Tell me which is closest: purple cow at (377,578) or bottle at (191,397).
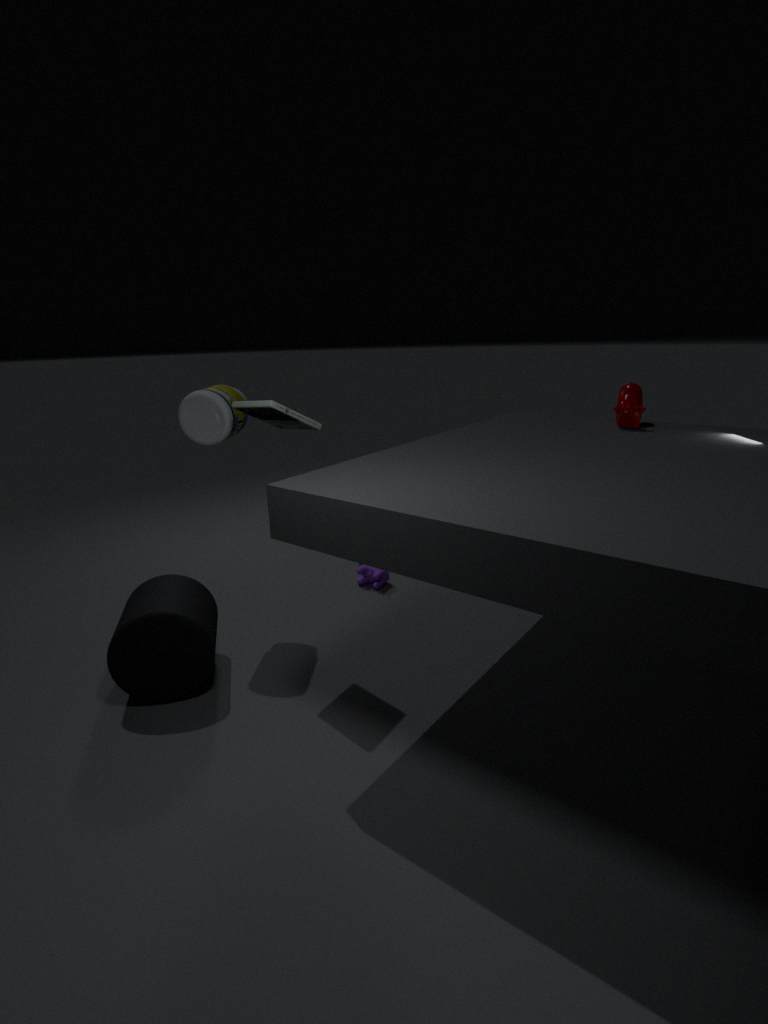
bottle at (191,397)
